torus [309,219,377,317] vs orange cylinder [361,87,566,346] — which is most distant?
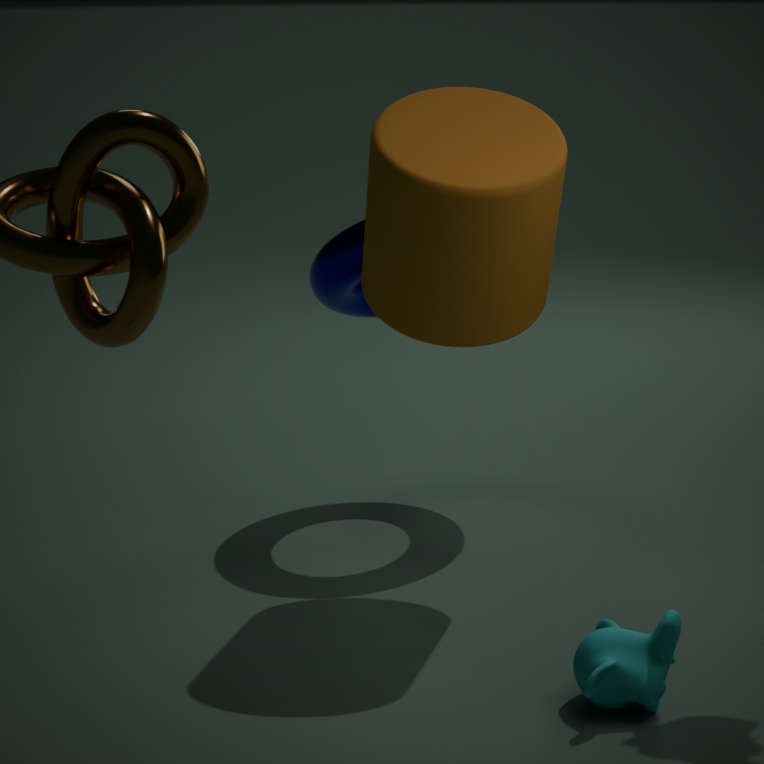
torus [309,219,377,317]
